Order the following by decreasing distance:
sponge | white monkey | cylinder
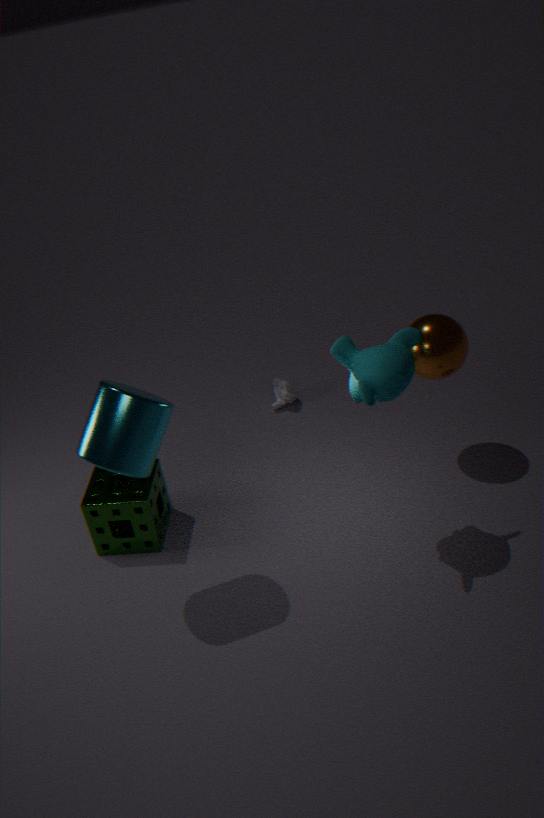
white monkey, sponge, cylinder
